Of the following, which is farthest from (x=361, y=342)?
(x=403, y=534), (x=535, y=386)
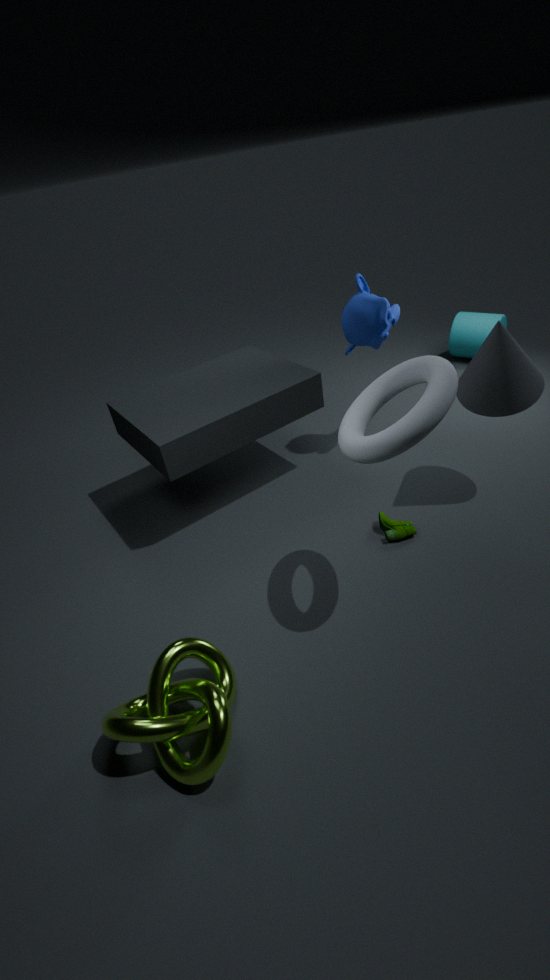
(x=403, y=534)
